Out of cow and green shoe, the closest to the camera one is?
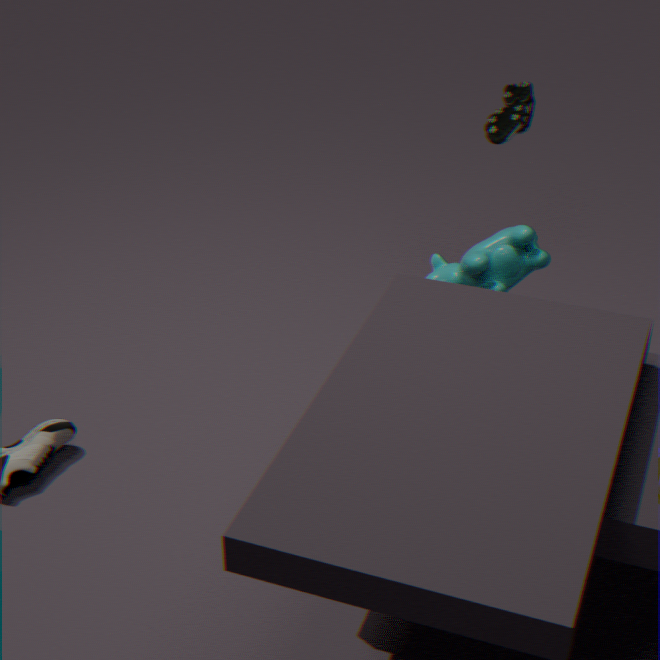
cow
